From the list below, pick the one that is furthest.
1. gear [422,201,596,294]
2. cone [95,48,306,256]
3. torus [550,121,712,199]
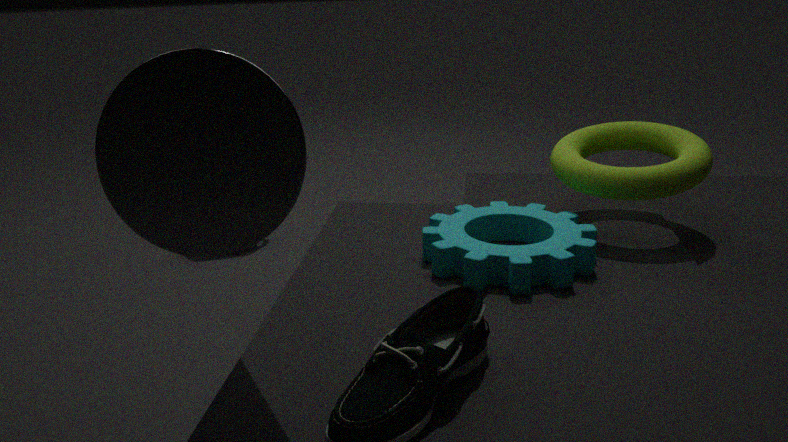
torus [550,121,712,199]
